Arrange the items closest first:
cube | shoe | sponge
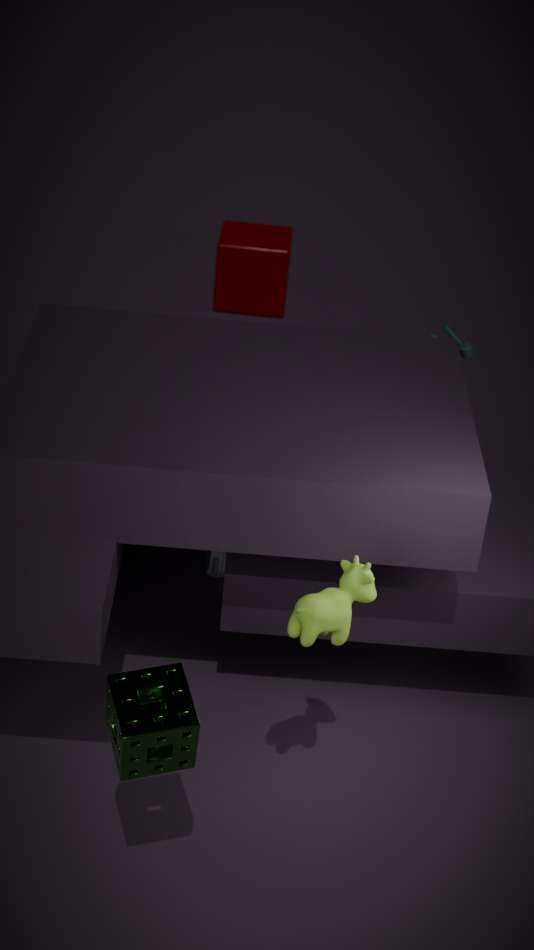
1. sponge
2. shoe
3. cube
